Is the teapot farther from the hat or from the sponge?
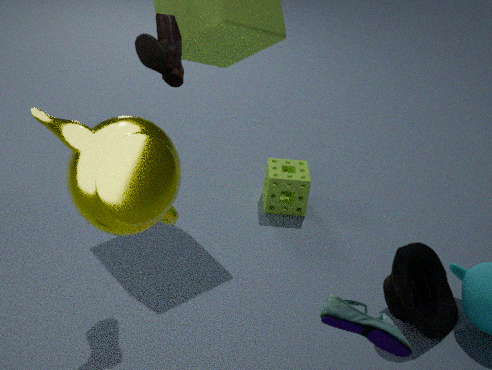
the sponge
